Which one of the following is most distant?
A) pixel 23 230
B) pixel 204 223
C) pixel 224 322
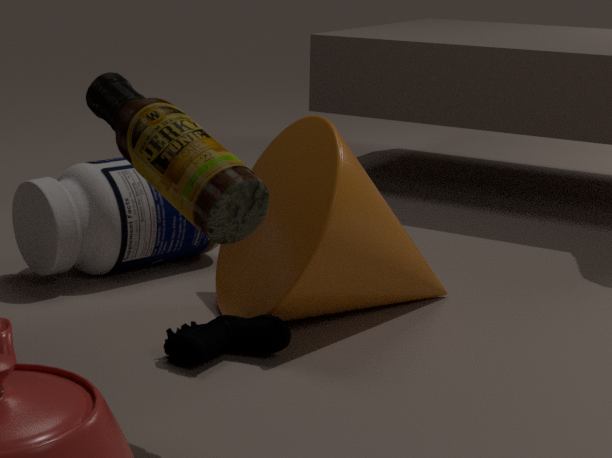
pixel 23 230
